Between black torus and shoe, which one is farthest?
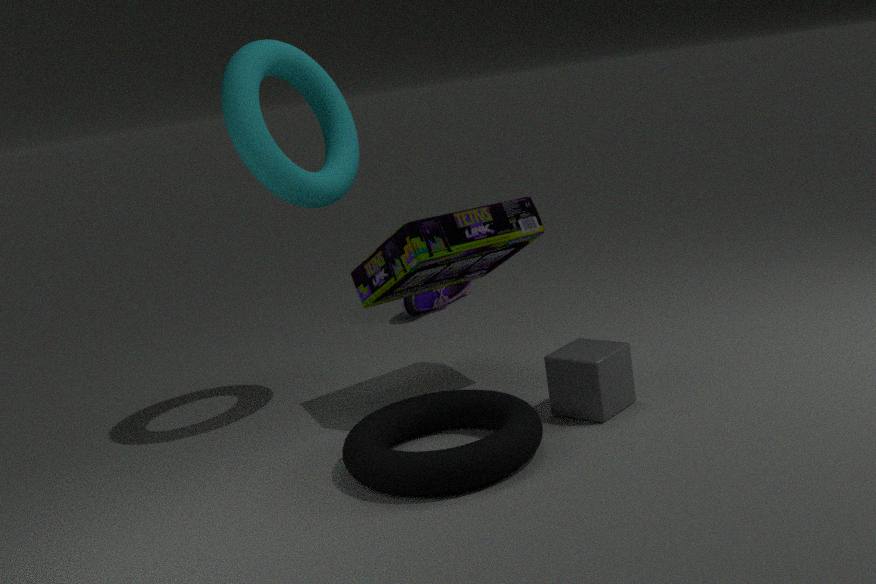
shoe
